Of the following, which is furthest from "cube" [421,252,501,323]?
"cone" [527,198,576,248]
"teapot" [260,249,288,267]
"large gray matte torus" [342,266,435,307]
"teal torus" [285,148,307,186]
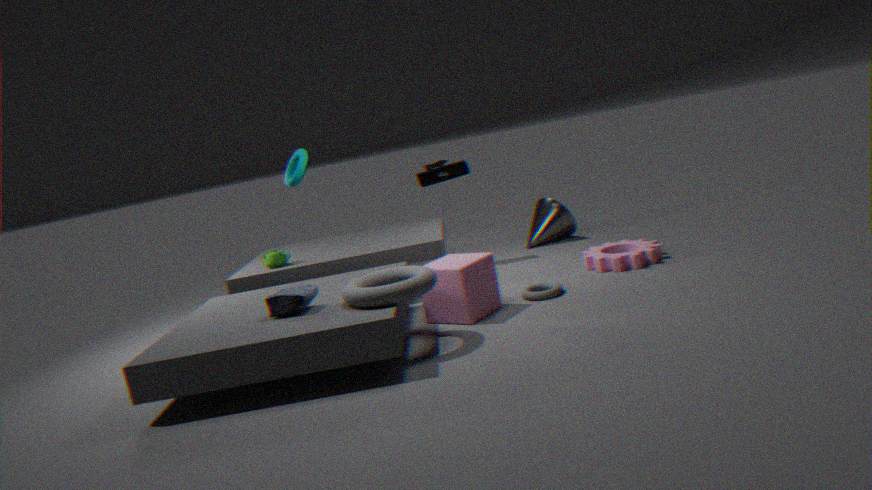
"cone" [527,198,576,248]
